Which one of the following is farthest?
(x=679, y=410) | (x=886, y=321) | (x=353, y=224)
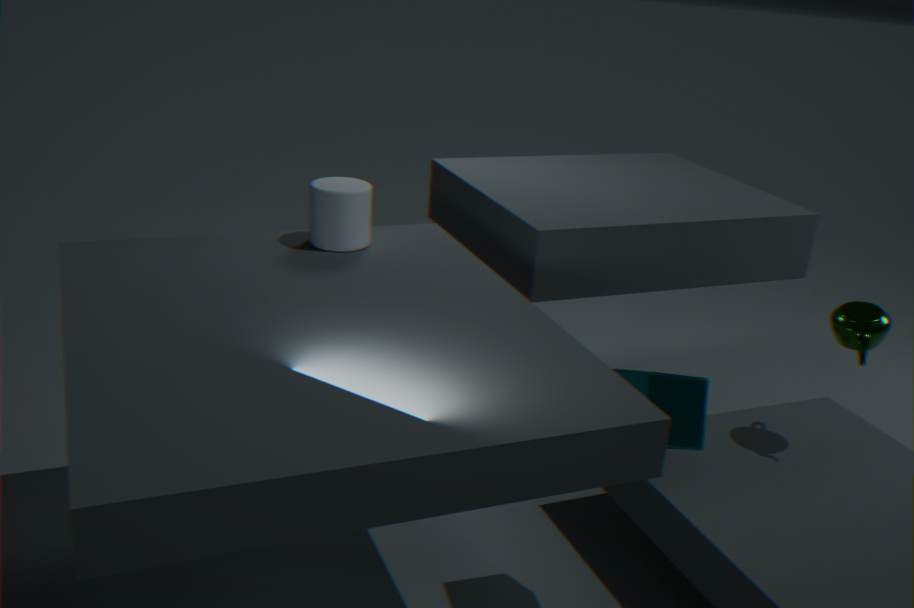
(x=886, y=321)
